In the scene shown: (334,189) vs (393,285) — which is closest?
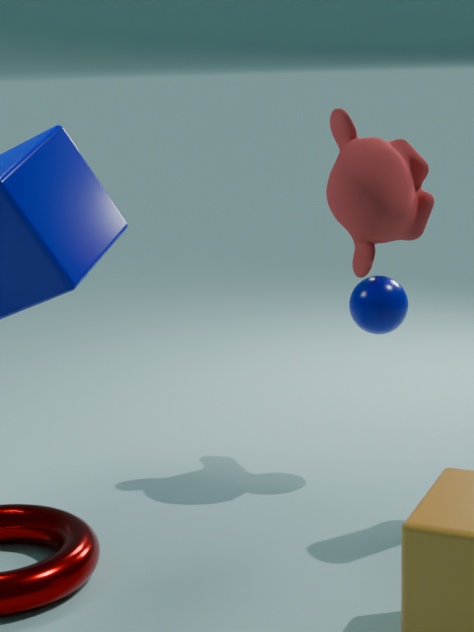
(334,189)
